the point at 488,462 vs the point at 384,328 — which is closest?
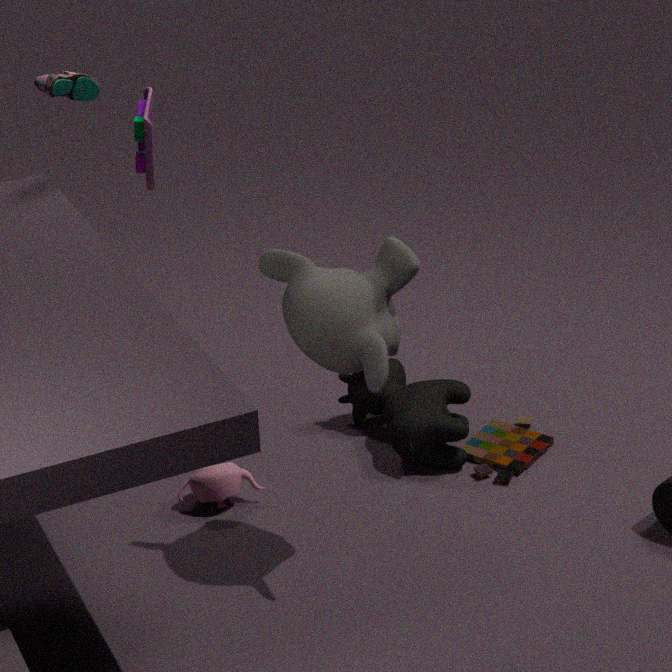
the point at 384,328
